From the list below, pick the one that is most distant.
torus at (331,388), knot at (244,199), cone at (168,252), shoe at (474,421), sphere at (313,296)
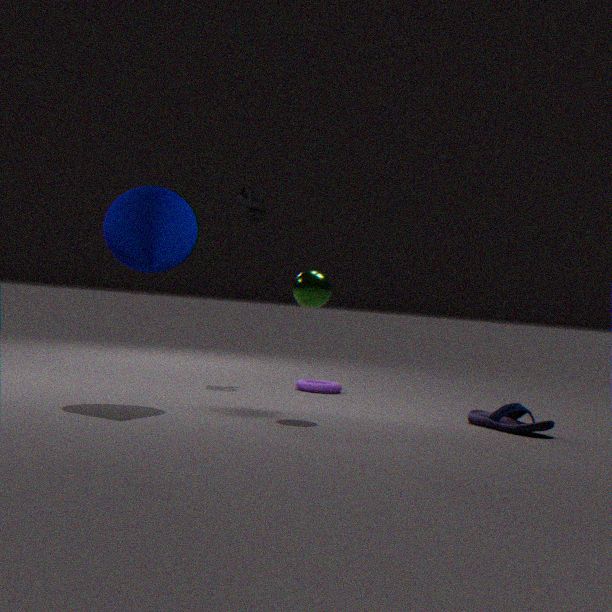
knot at (244,199)
